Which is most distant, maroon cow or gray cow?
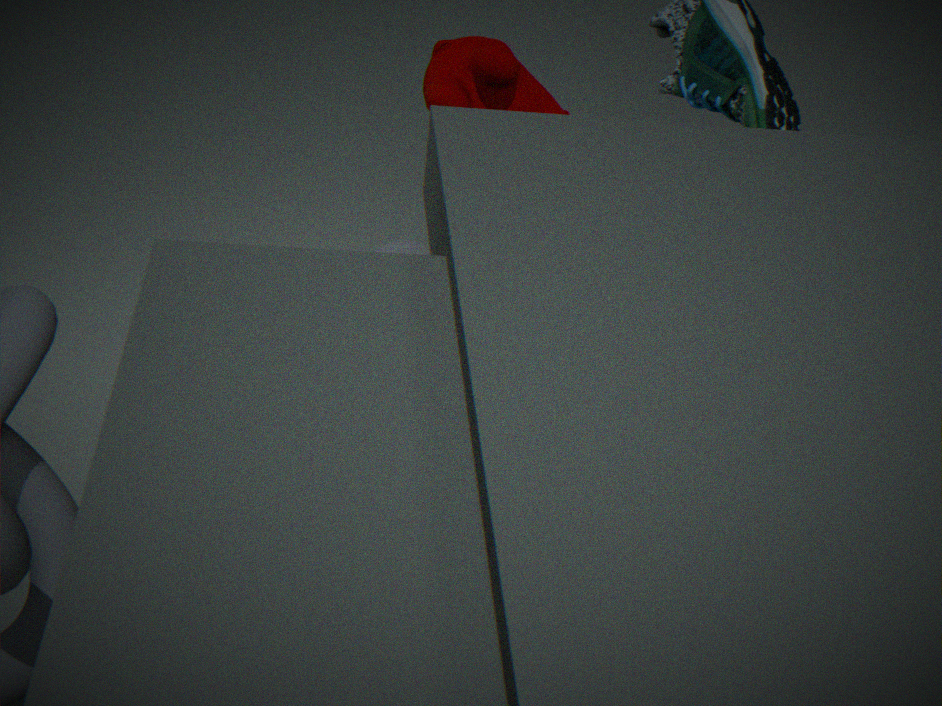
gray cow
